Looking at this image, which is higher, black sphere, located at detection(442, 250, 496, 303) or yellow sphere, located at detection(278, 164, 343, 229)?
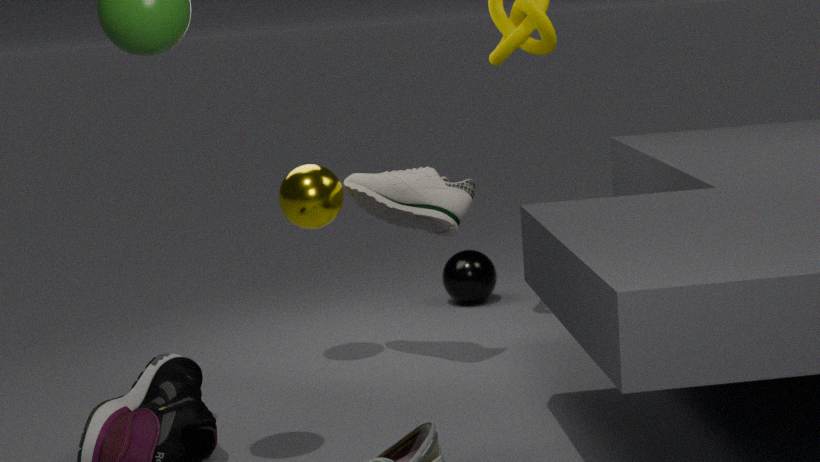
yellow sphere, located at detection(278, 164, 343, 229)
